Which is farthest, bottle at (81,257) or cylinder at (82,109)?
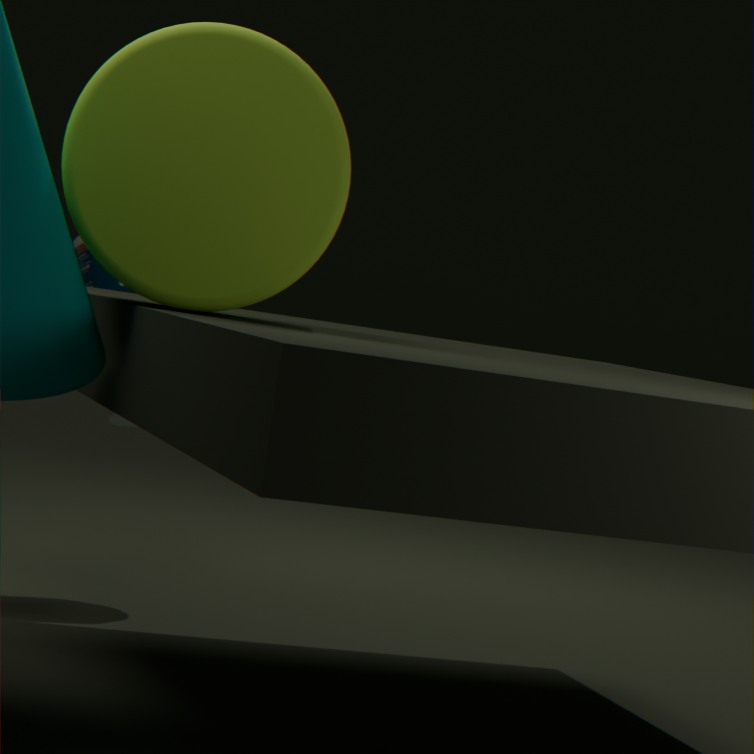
bottle at (81,257)
